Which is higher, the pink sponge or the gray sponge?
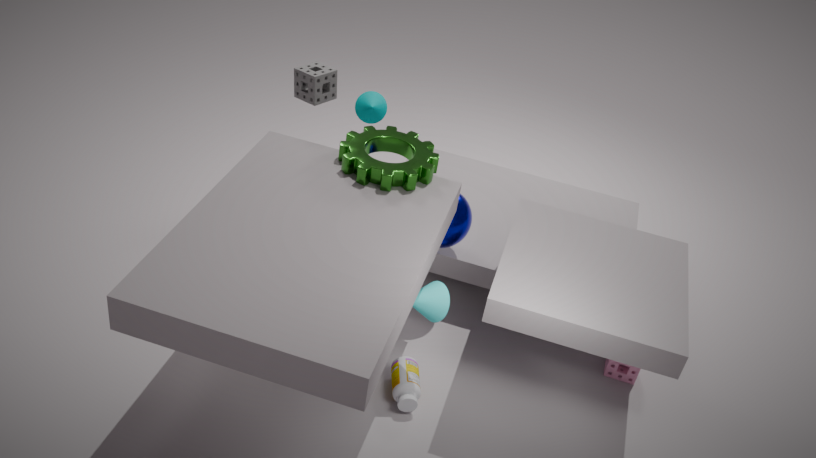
the gray sponge
